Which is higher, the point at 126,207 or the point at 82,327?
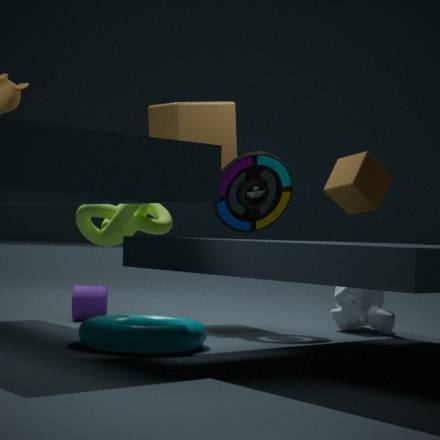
the point at 126,207
